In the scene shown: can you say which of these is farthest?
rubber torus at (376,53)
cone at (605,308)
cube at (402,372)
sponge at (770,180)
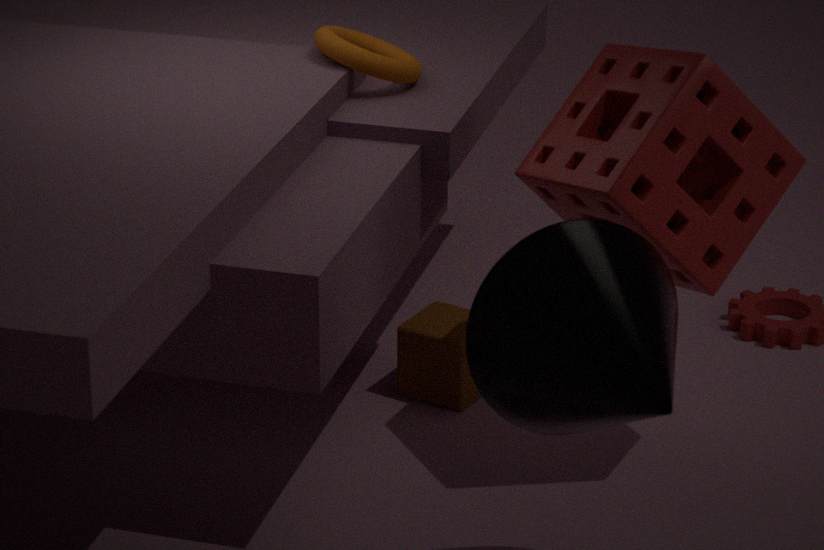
cube at (402,372)
